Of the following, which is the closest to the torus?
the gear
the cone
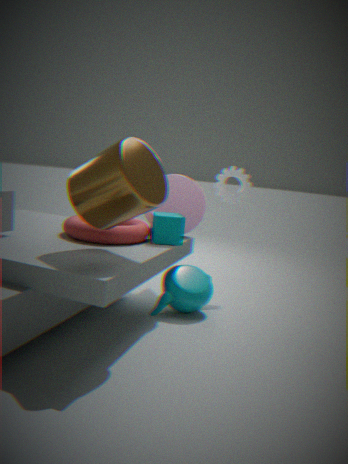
the cone
